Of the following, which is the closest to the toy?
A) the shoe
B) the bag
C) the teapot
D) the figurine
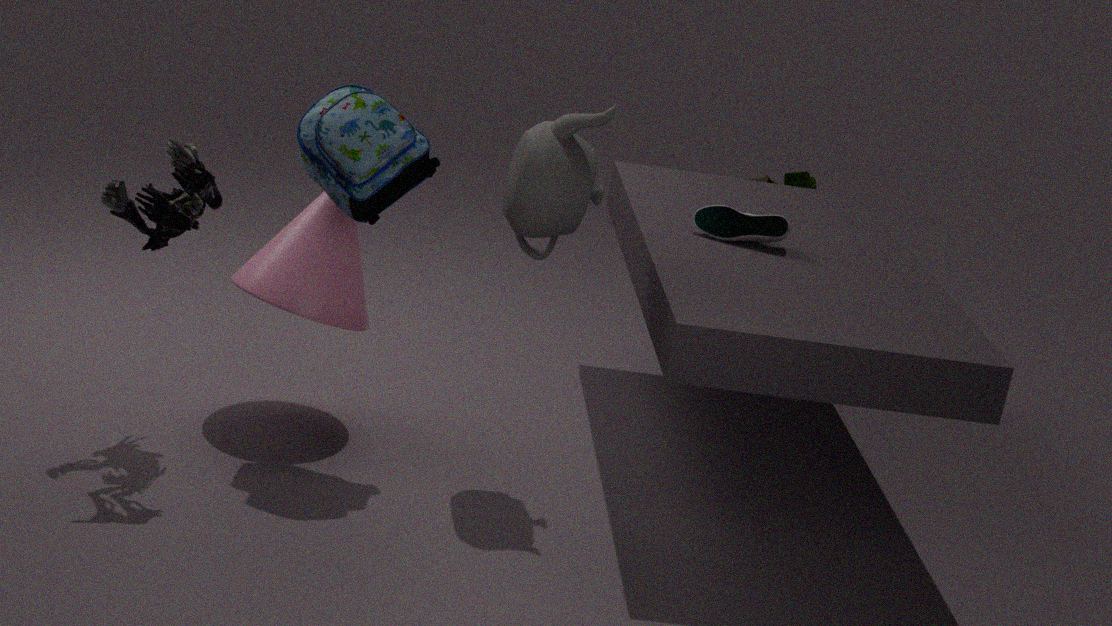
the shoe
